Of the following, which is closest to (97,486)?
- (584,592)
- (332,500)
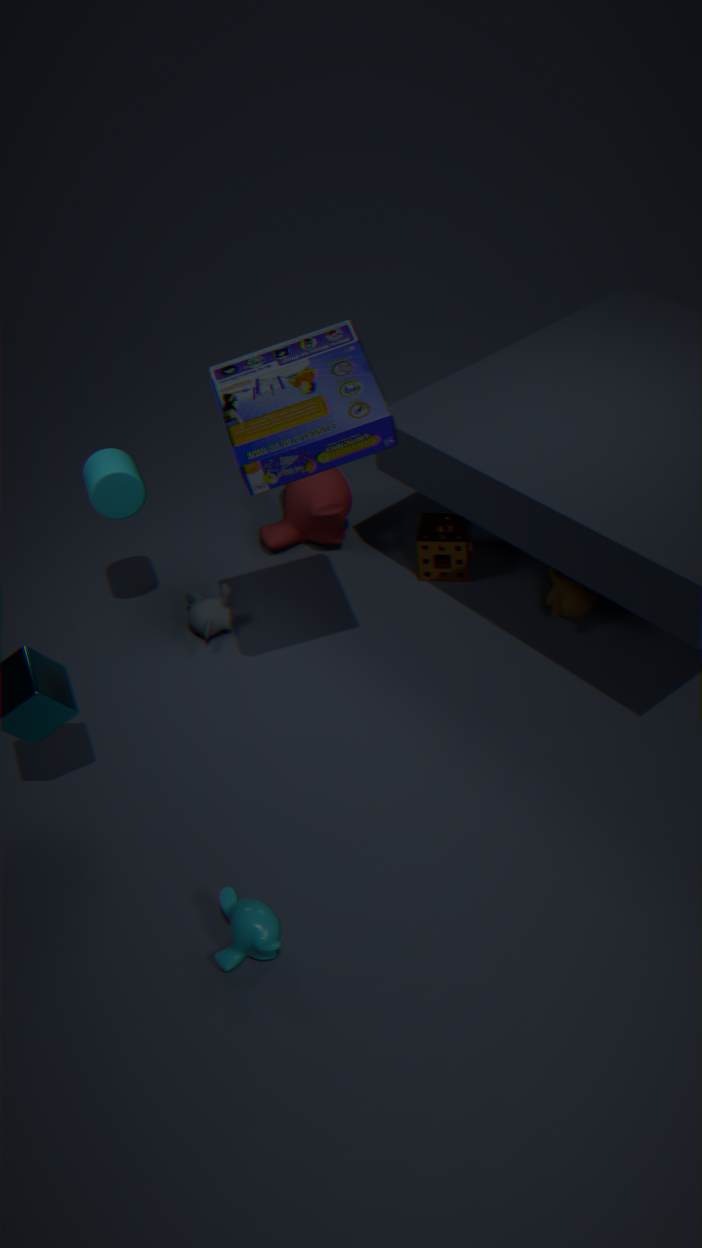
(332,500)
